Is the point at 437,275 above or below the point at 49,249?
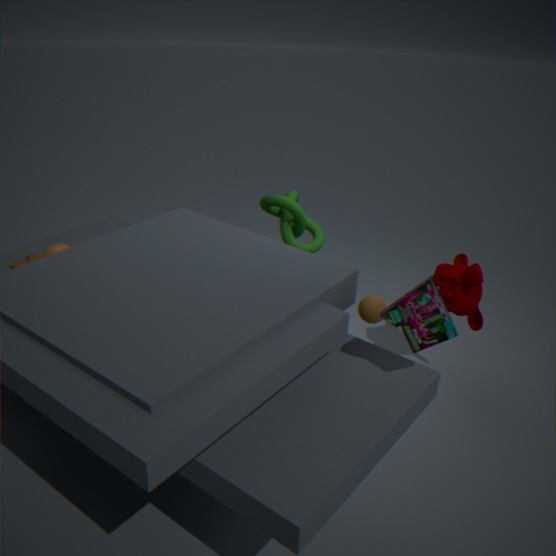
below
